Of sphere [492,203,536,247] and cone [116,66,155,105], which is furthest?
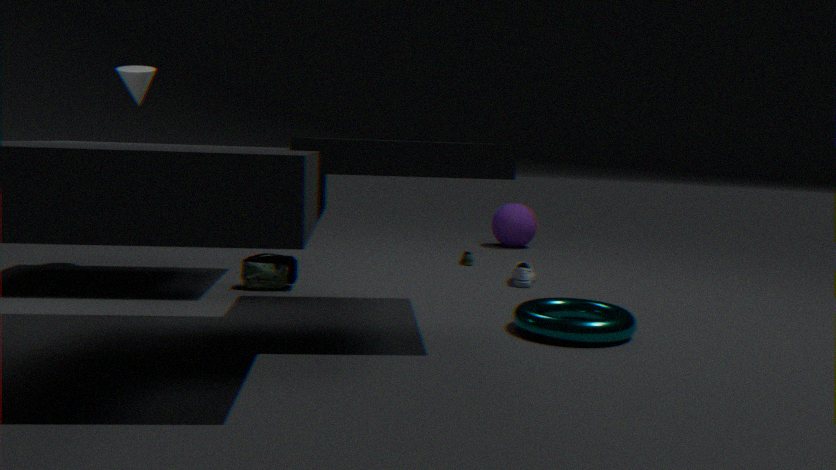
sphere [492,203,536,247]
